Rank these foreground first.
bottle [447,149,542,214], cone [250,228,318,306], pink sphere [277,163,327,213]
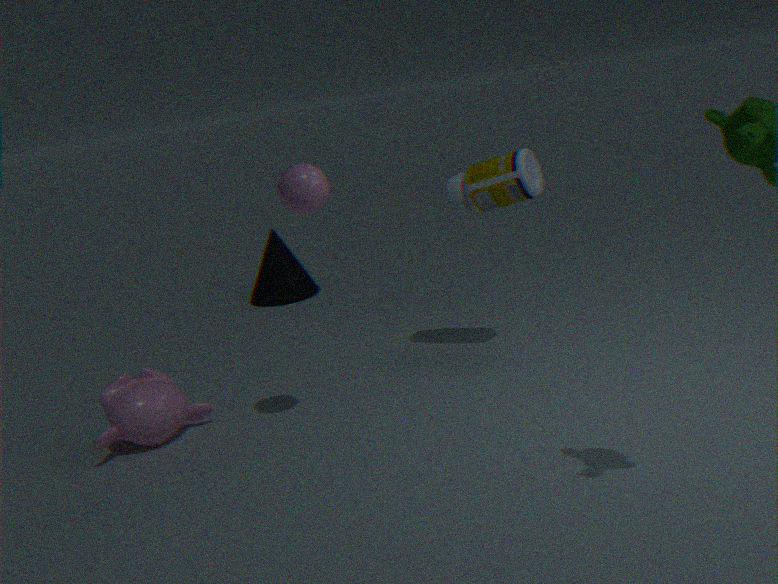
pink sphere [277,163,327,213]
bottle [447,149,542,214]
cone [250,228,318,306]
